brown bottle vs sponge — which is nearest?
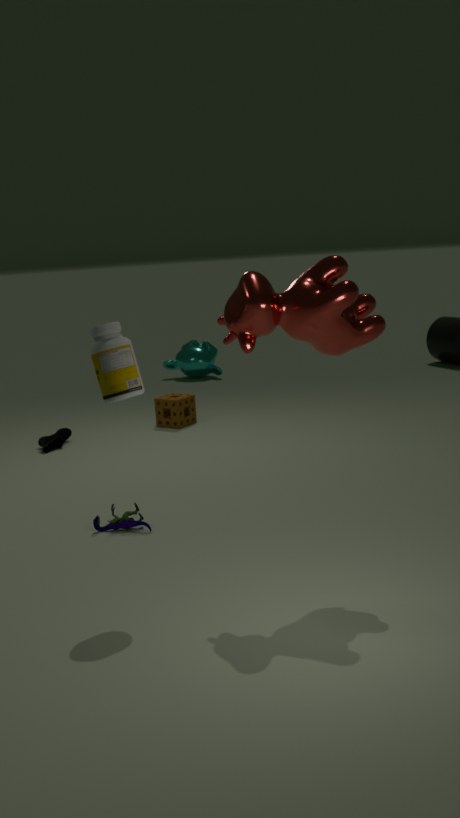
brown bottle
